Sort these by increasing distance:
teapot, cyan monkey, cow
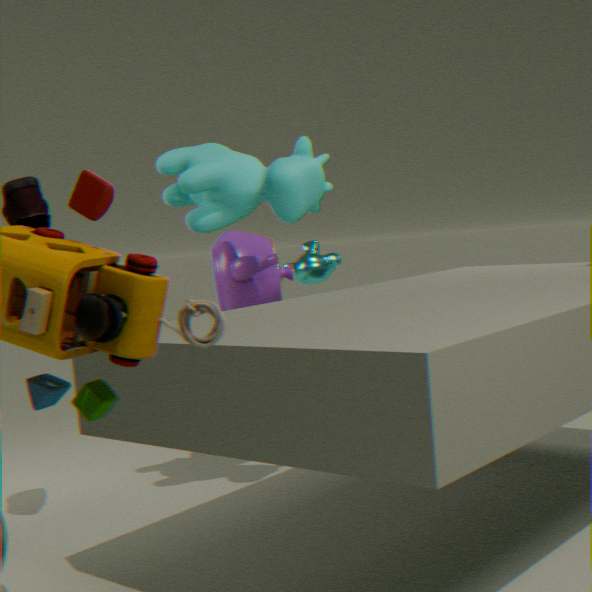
cow
teapot
cyan monkey
